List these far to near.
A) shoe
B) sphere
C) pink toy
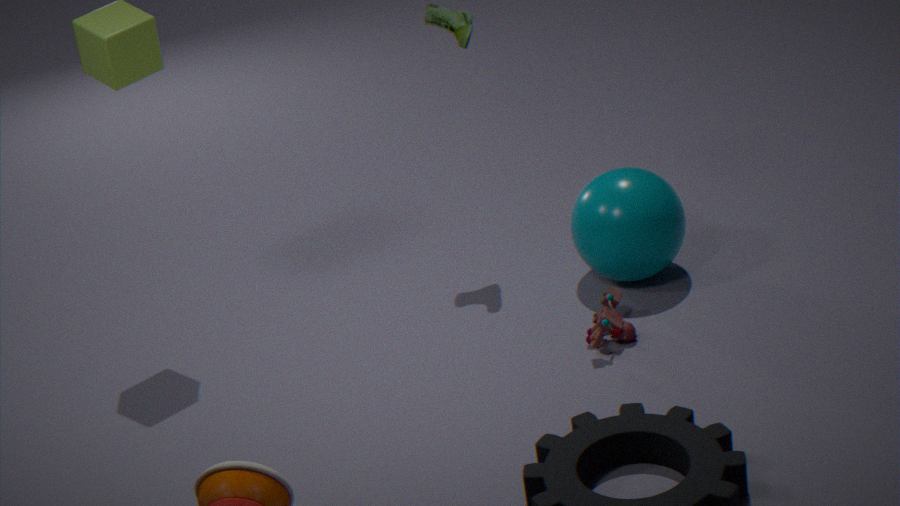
shoe, sphere, pink toy
